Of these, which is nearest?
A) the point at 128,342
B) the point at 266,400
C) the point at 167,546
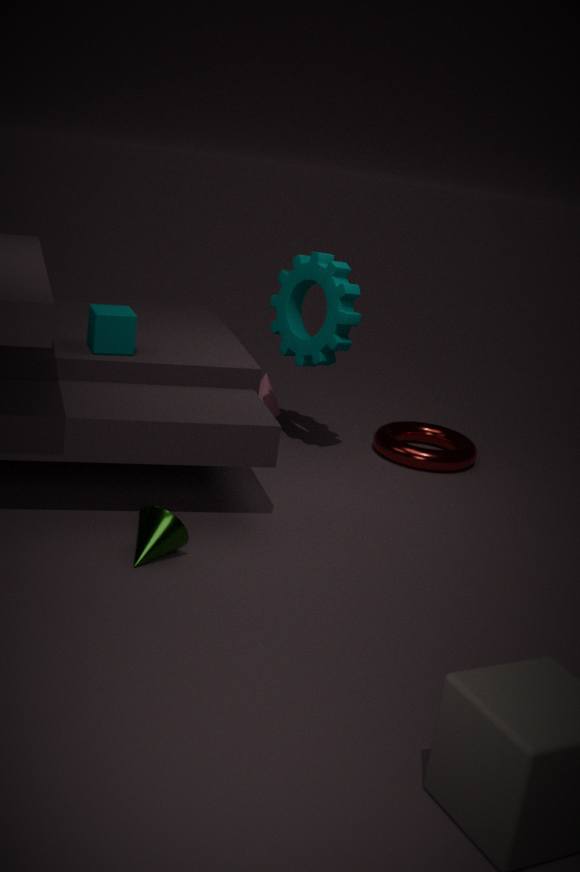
the point at 167,546
